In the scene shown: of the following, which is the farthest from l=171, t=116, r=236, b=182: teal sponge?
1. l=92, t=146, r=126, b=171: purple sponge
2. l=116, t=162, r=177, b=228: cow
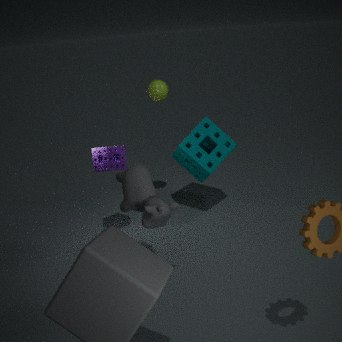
l=116, t=162, r=177, b=228: cow
